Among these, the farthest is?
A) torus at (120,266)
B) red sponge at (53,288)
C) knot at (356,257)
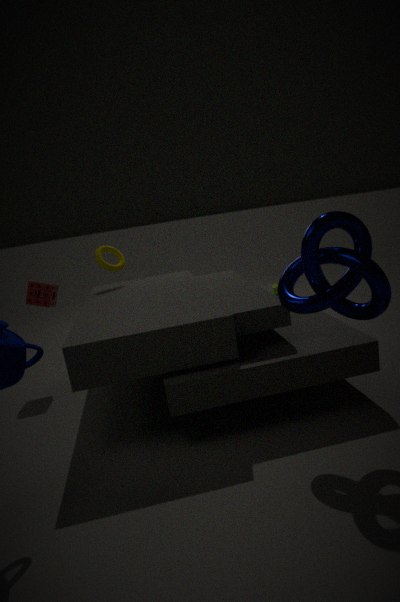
torus at (120,266)
